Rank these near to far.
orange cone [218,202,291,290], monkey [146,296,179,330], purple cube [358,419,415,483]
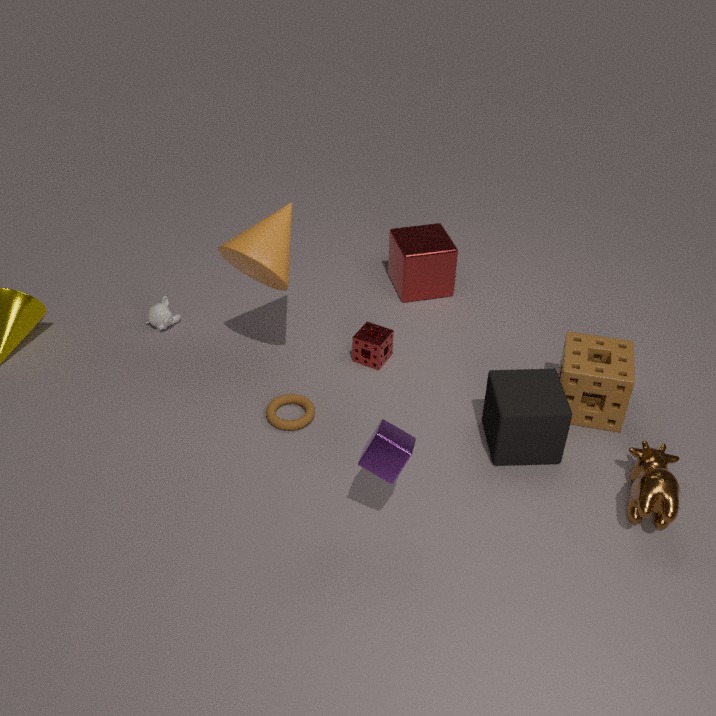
purple cube [358,419,415,483] → orange cone [218,202,291,290] → monkey [146,296,179,330]
